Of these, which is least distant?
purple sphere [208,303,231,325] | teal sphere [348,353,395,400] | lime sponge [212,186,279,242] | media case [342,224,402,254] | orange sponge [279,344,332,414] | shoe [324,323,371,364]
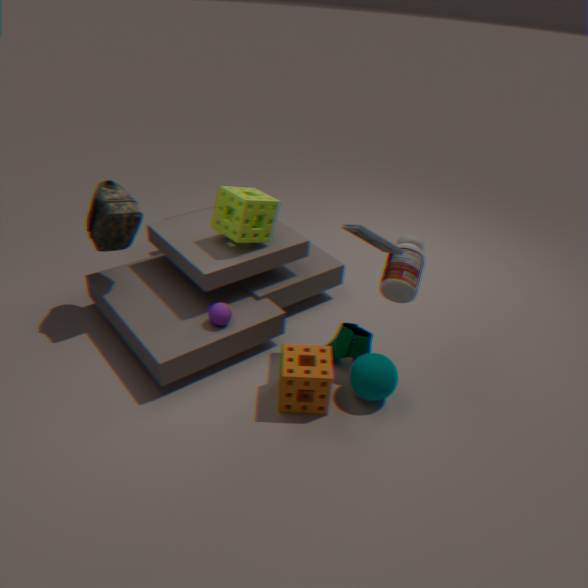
orange sponge [279,344,332,414]
